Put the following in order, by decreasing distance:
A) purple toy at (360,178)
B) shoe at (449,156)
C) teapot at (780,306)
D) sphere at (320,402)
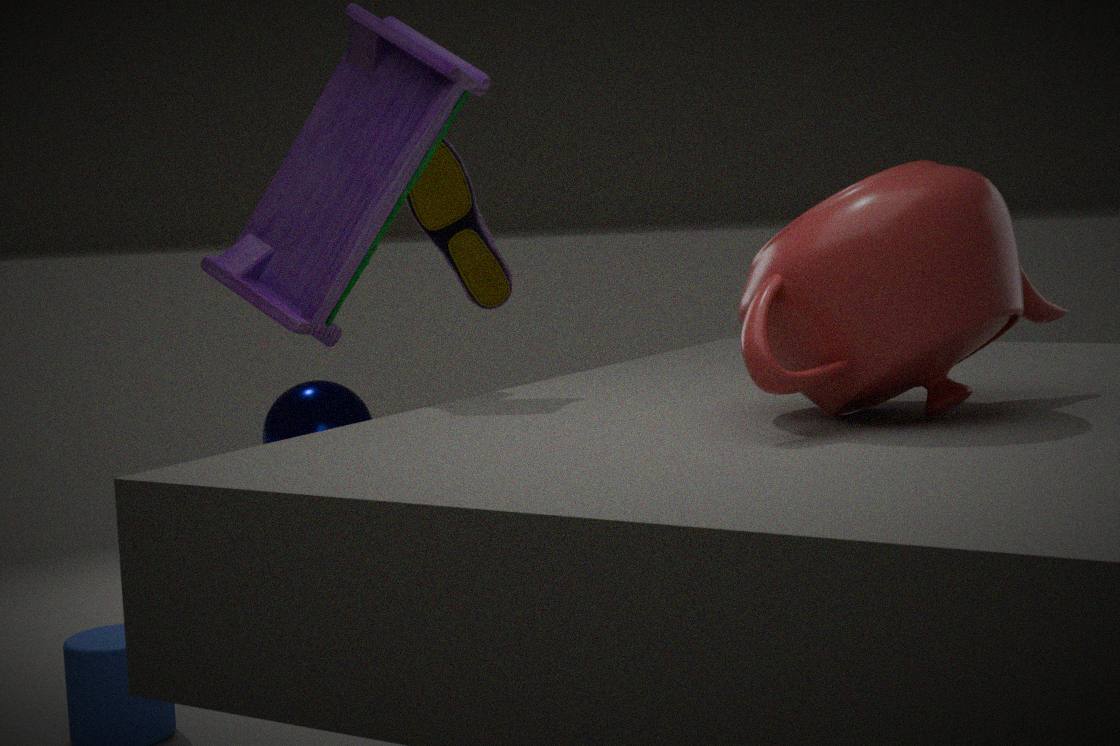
sphere at (320,402), shoe at (449,156), purple toy at (360,178), teapot at (780,306)
